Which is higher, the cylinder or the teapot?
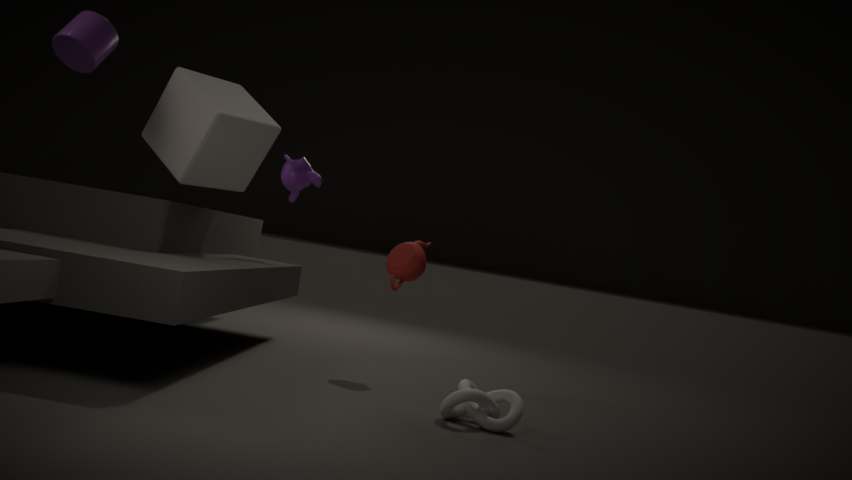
the cylinder
